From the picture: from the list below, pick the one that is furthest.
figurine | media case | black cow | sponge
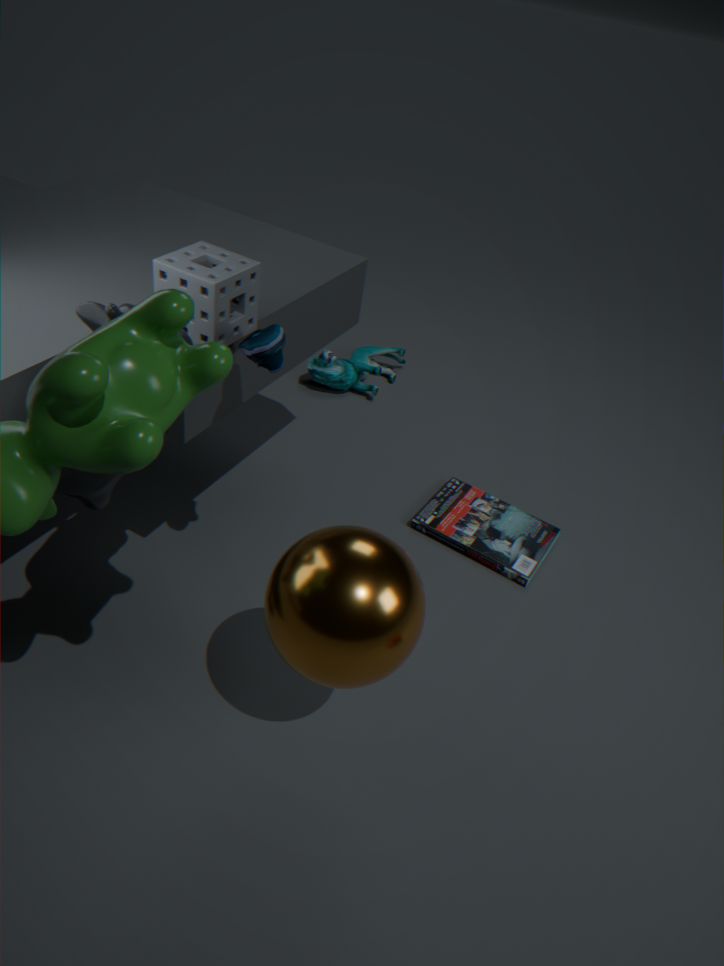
figurine
